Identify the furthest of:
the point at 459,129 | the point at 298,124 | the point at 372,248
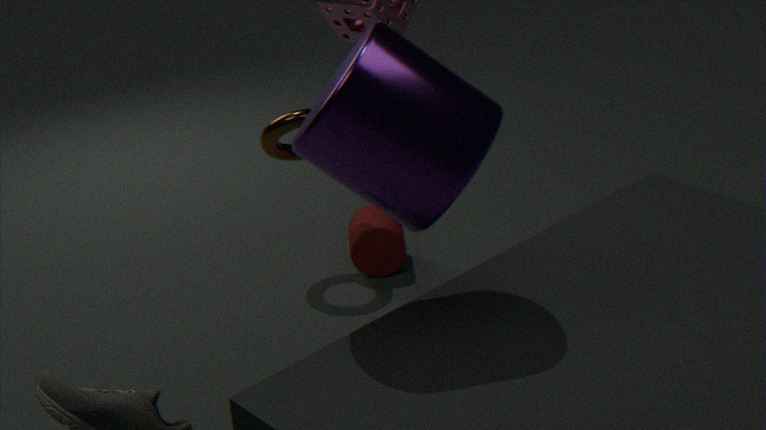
the point at 372,248
